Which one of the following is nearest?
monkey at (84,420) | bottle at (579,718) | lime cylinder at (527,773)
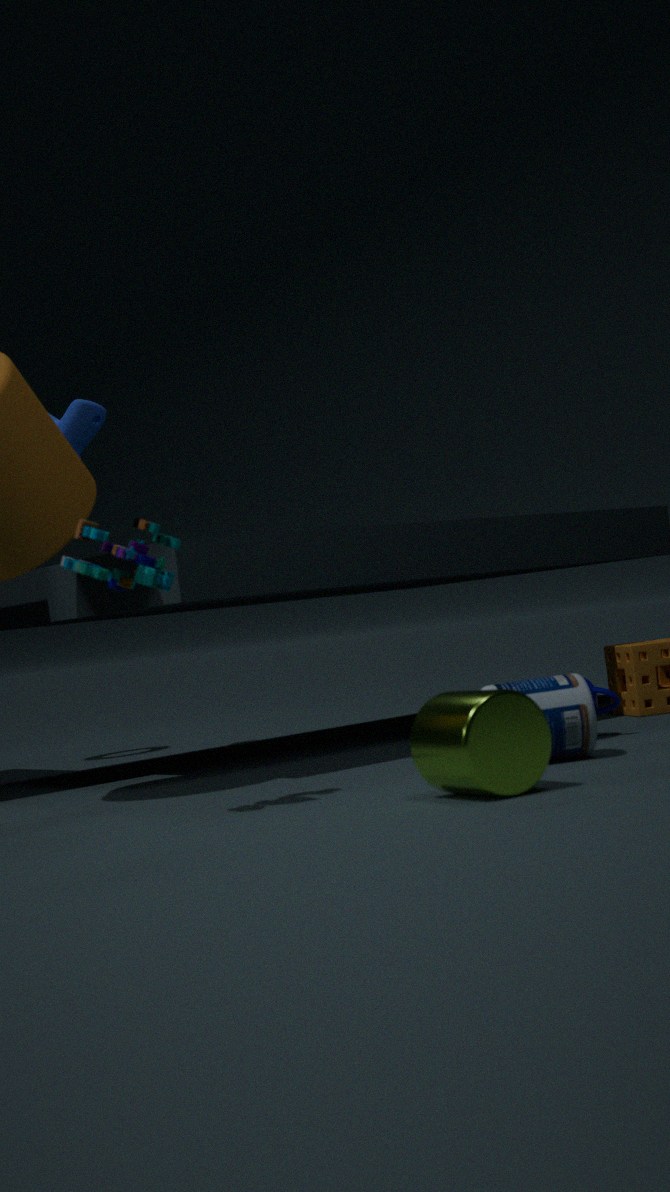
lime cylinder at (527,773)
